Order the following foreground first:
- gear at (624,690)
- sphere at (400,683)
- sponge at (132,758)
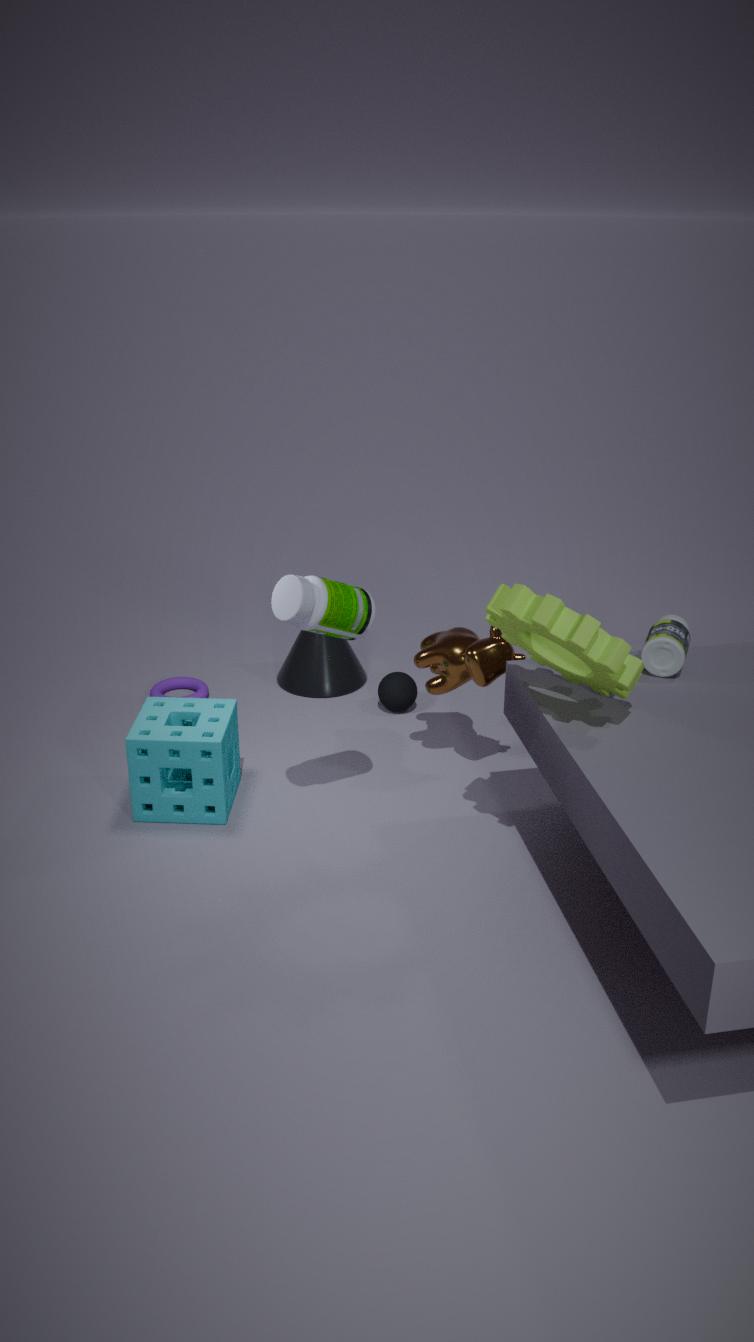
gear at (624,690) < sponge at (132,758) < sphere at (400,683)
